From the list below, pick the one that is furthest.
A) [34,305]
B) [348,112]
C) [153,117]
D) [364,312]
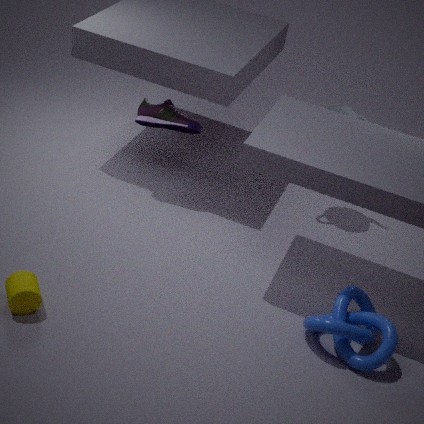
[348,112]
